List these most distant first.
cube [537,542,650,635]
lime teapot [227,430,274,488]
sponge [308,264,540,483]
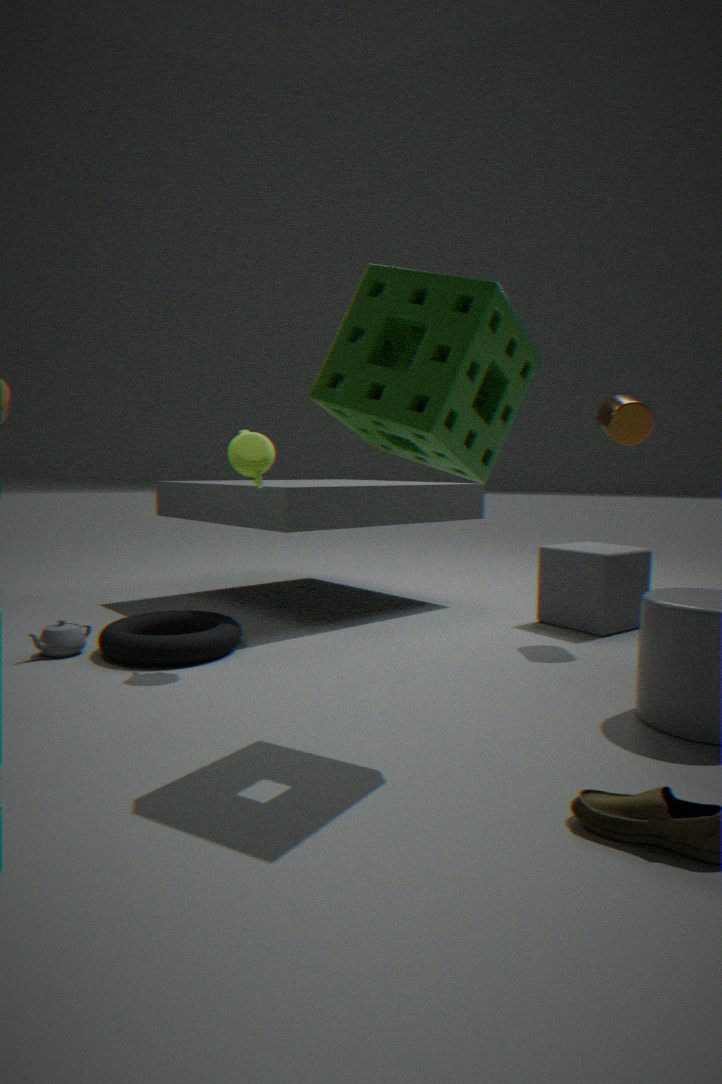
cube [537,542,650,635], lime teapot [227,430,274,488], sponge [308,264,540,483]
